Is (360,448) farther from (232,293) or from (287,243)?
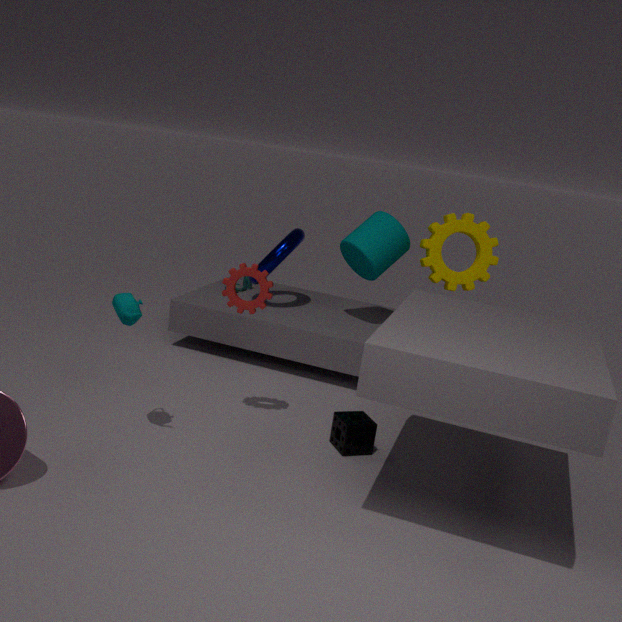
(287,243)
